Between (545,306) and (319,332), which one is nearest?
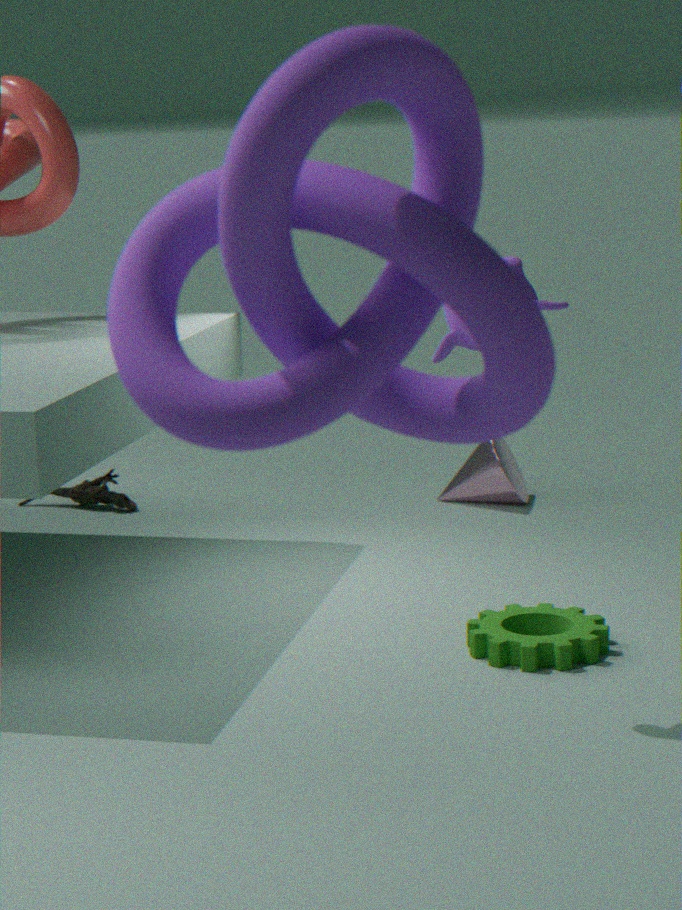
(319,332)
